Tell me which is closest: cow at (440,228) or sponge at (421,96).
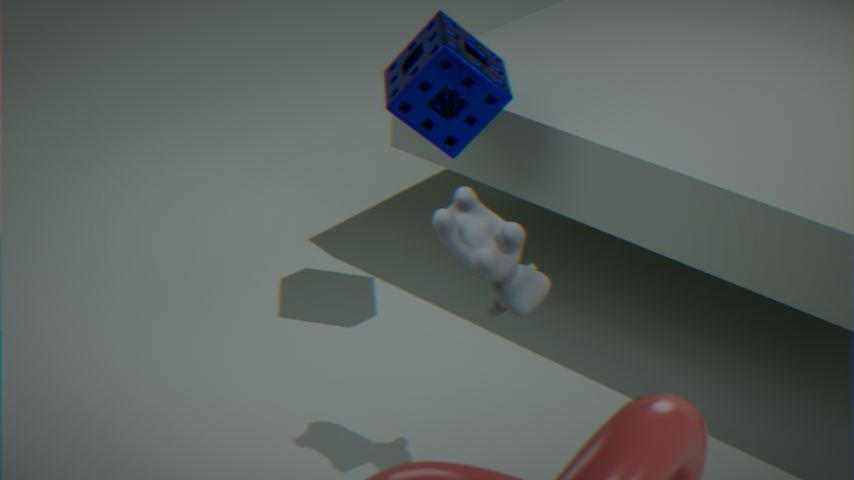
cow at (440,228)
